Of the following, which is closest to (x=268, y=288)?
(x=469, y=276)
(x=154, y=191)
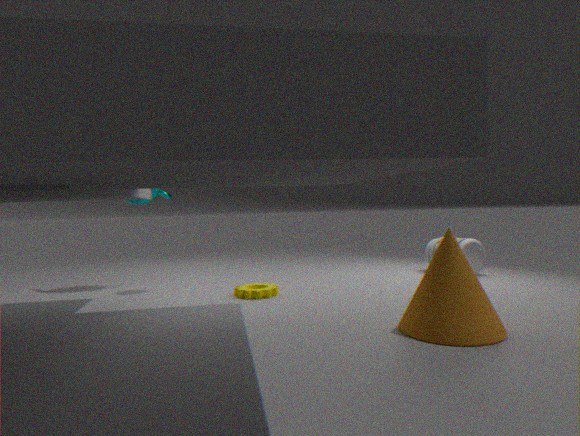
(x=154, y=191)
